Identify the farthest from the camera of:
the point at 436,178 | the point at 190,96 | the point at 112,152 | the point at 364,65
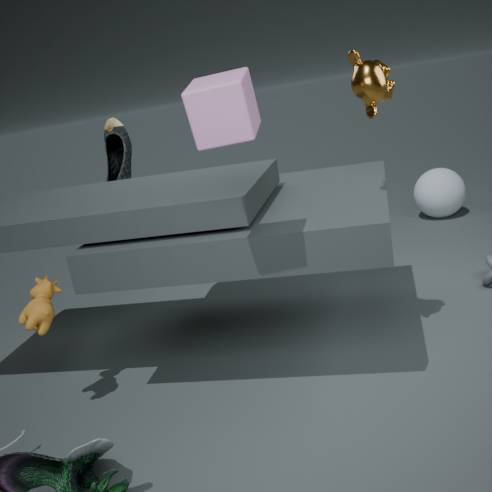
the point at 436,178
